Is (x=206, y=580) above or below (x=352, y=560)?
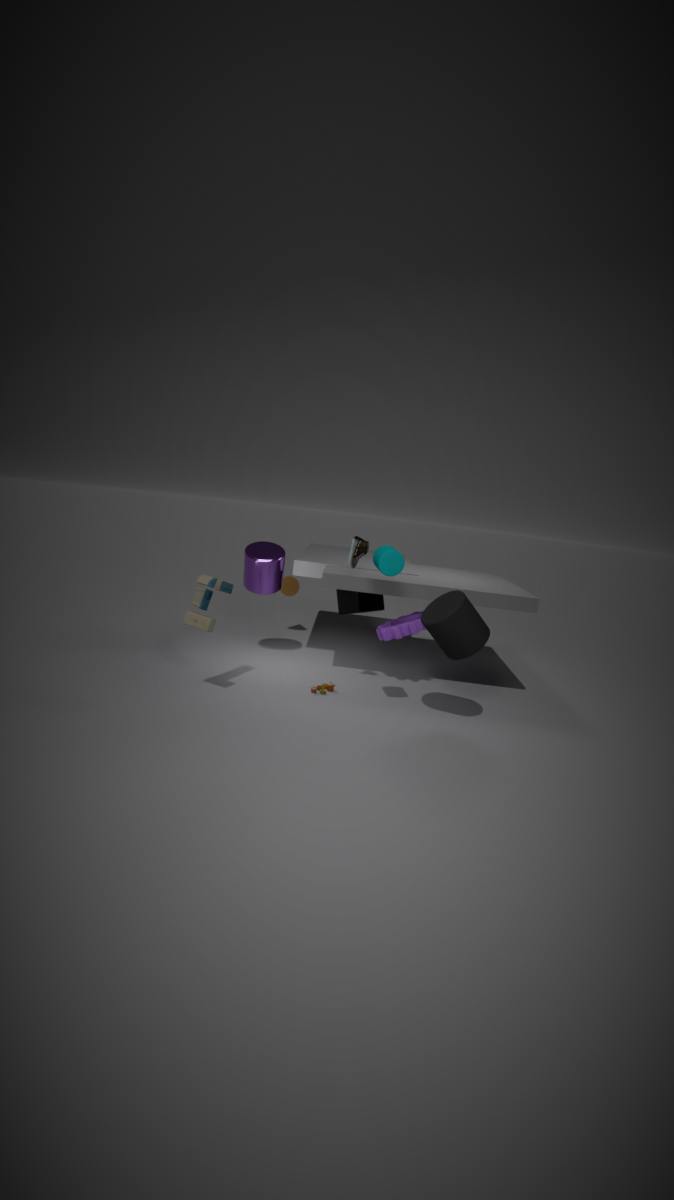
below
